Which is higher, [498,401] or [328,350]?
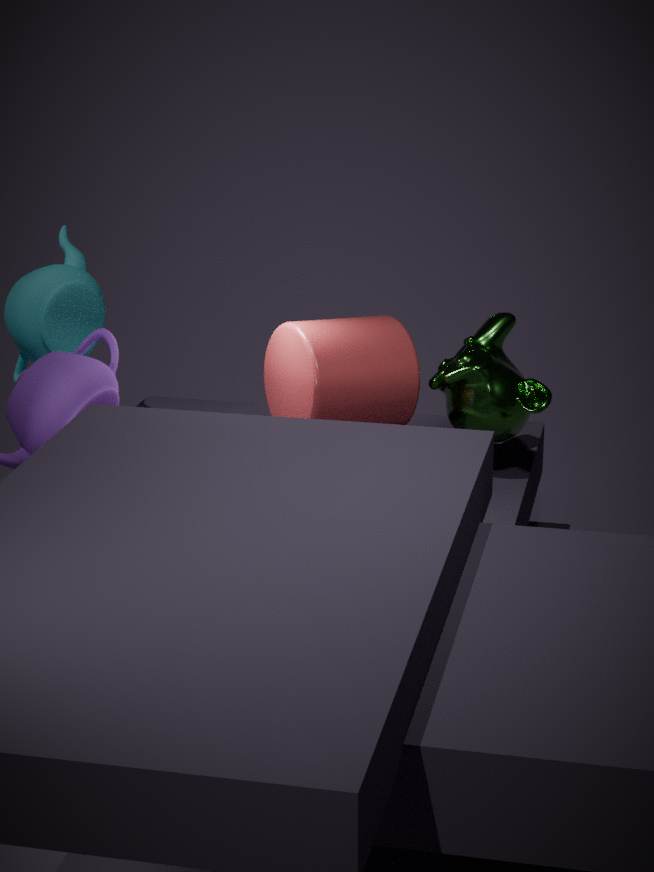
[328,350]
